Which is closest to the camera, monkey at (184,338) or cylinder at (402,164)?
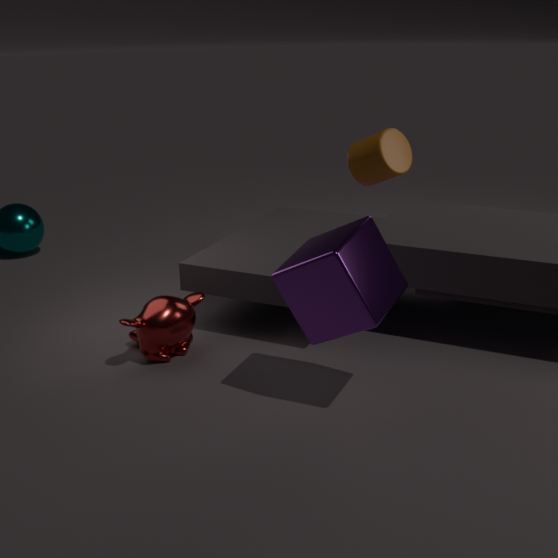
cylinder at (402,164)
